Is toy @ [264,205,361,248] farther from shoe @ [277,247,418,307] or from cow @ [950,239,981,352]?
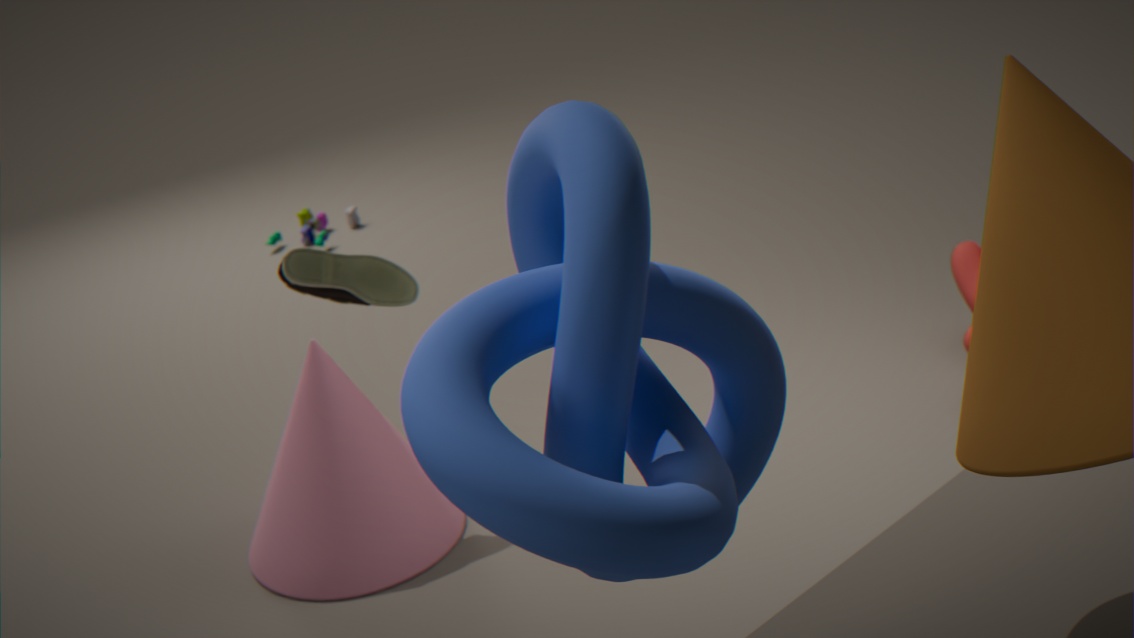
cow @ [950,239,981,352]
